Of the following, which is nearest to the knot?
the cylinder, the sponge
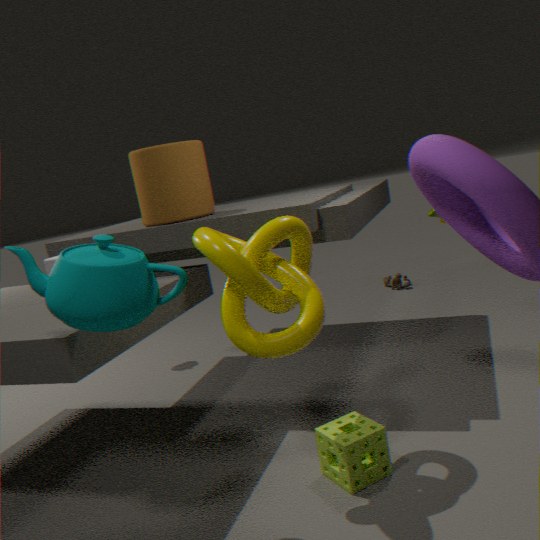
the sponge
